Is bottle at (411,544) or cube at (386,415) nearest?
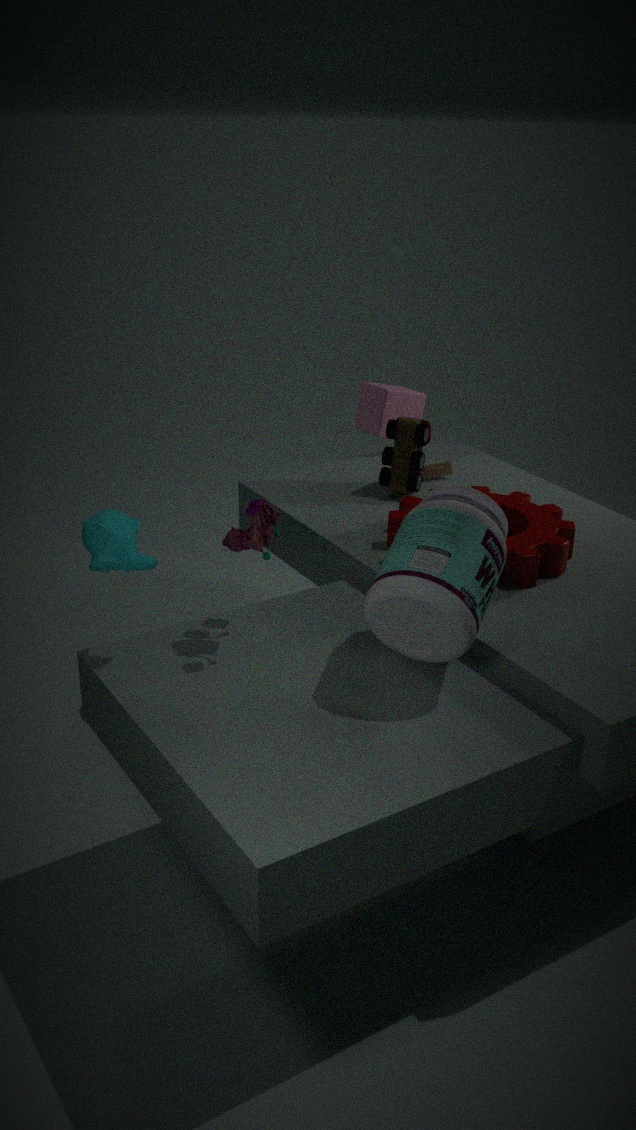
bottle at (411,544)
